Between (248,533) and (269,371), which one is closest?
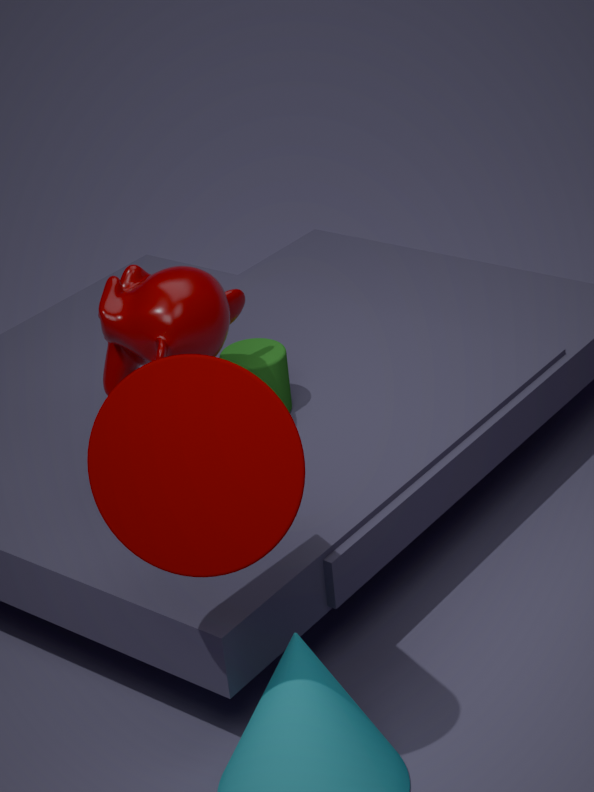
(248,533)
